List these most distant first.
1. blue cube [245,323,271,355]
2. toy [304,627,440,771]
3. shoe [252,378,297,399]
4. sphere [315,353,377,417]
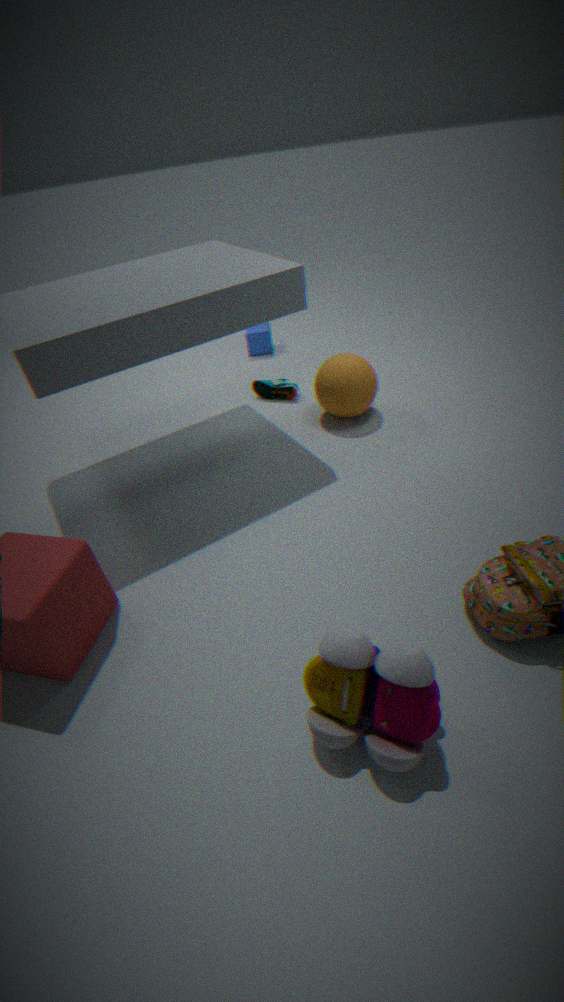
blue cube [245,323,271,355], shoe [252,378,297,399], sphere [315,353,377,417], toy [304,627,440,771]
